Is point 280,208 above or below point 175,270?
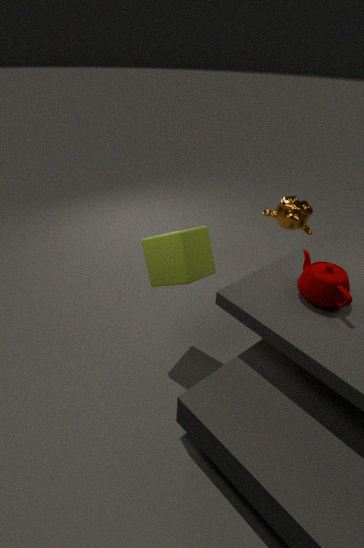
below
